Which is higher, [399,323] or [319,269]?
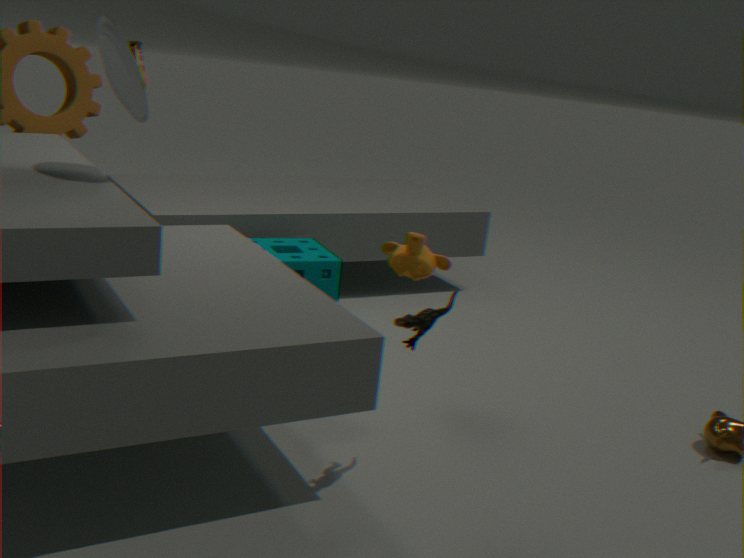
[399,323]
